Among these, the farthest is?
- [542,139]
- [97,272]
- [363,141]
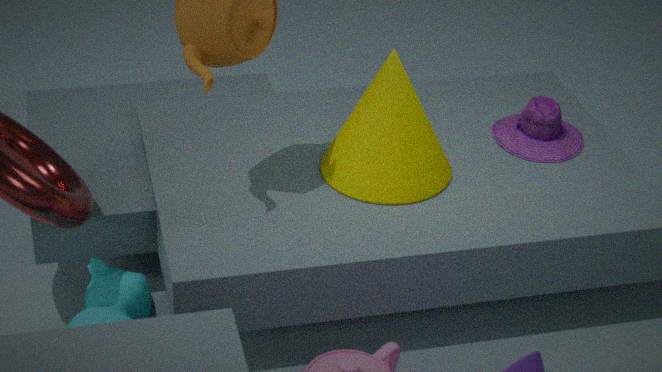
[542,139]
